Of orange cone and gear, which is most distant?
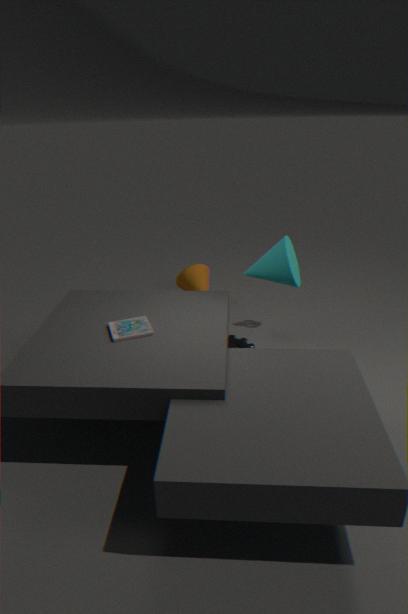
orange cone
